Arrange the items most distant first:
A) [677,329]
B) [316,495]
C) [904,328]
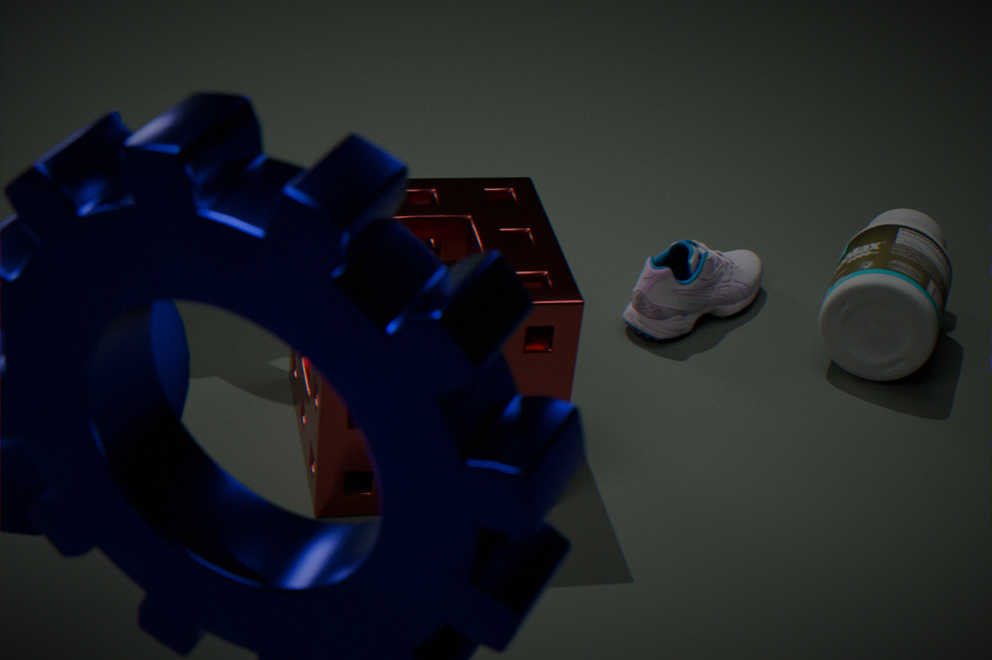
[677,329] < [904,328] < [316,495]
